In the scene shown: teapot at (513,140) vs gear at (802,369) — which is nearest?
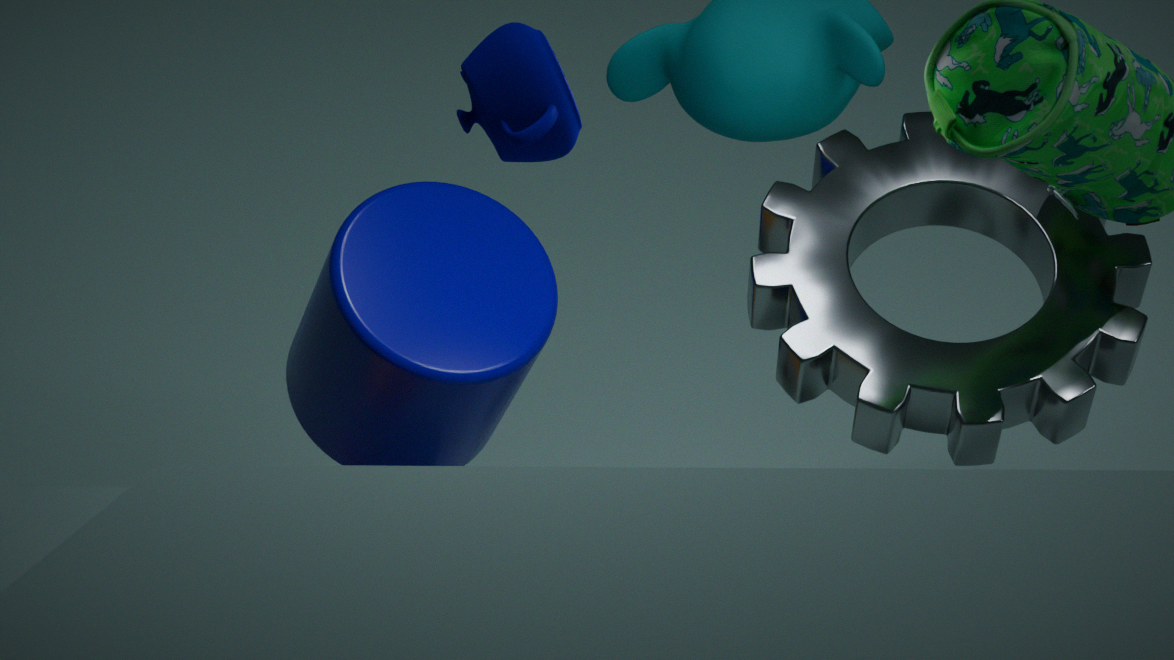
teapot at (513,140)
